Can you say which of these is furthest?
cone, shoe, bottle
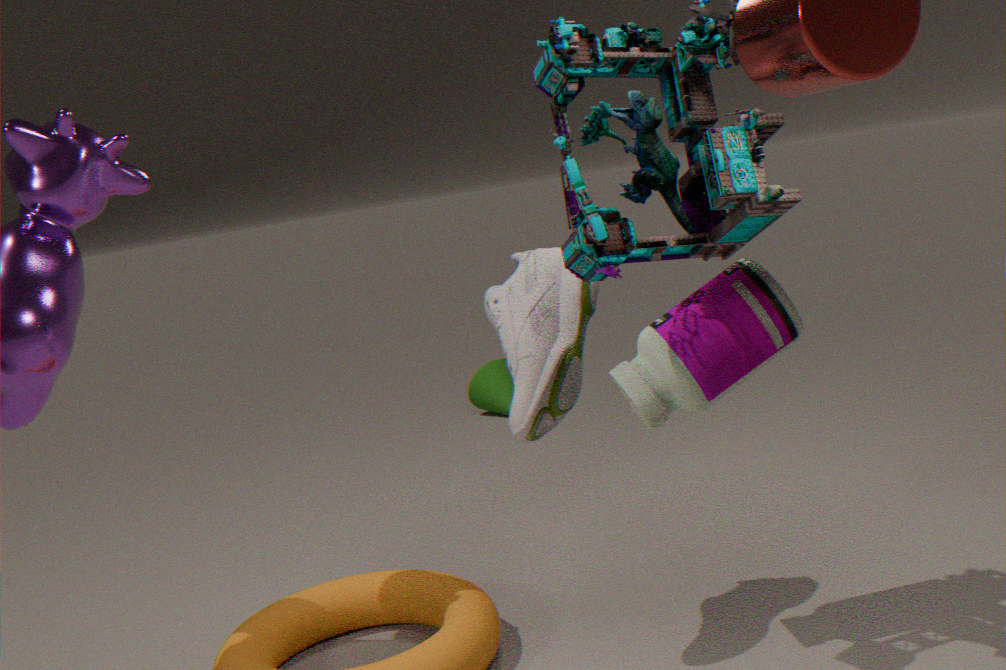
cone
